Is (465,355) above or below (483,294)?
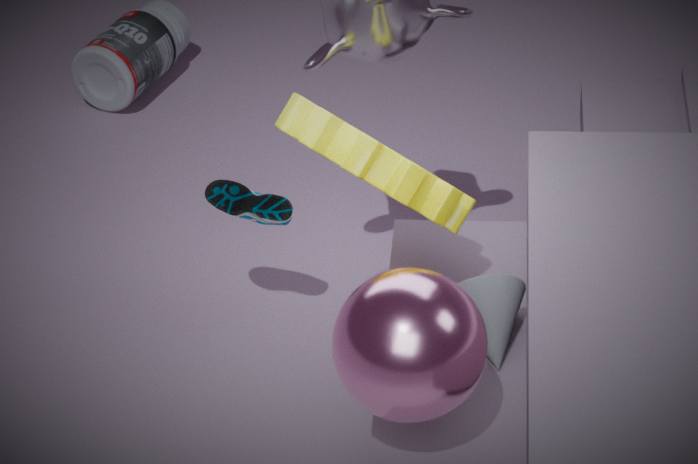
above
